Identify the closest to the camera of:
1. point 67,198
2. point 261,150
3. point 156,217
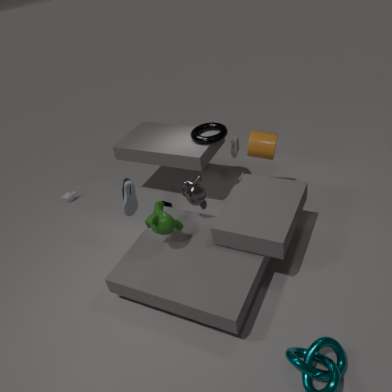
point 156,217
